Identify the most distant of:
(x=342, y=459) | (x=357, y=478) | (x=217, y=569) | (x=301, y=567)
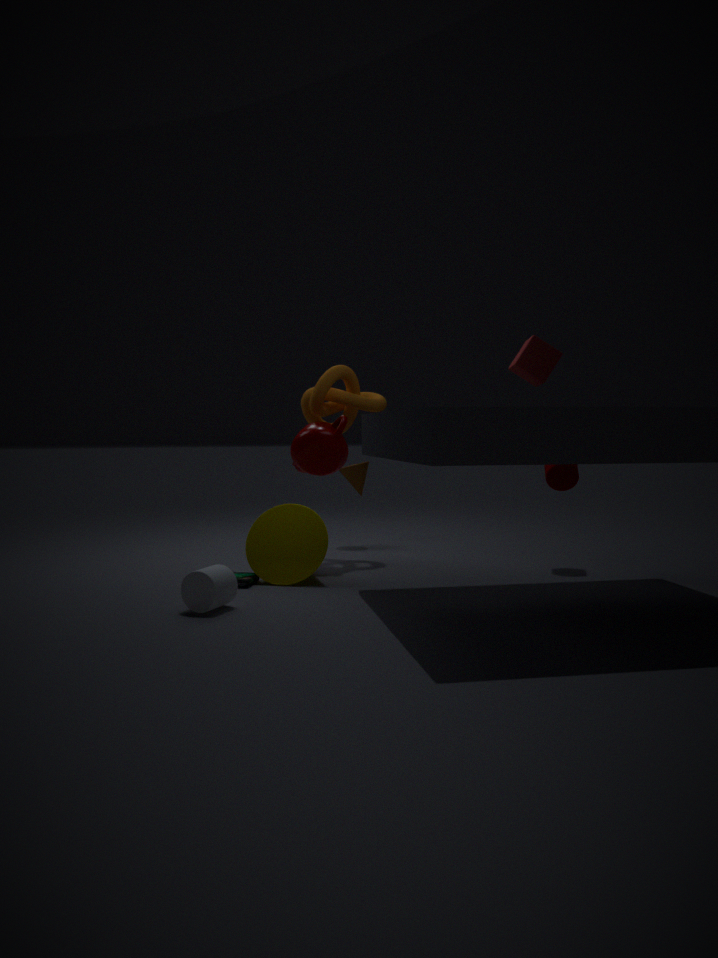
(x=357, y=478)
